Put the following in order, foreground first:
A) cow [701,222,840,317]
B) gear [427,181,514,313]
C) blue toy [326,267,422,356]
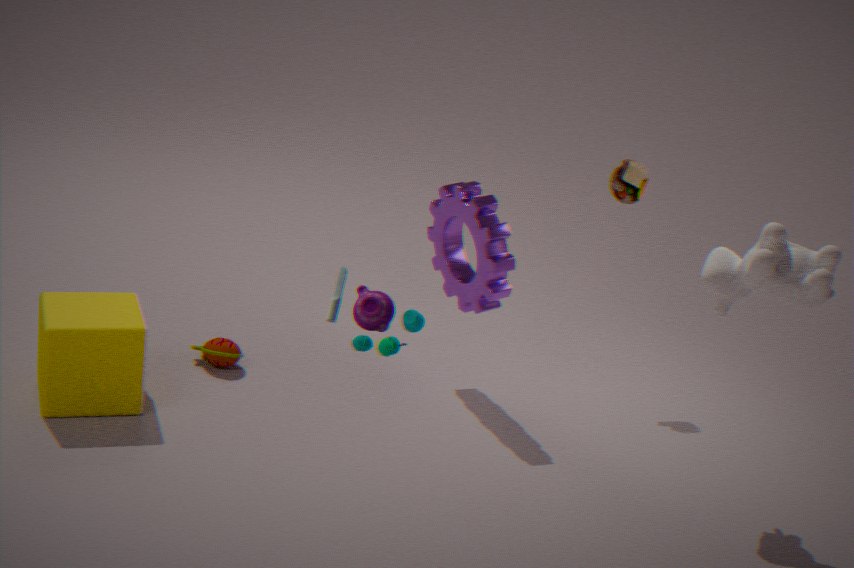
1. blue toy [326,267,422,356]
2. cow [701,222,840,317]
3. gear [427,181,514,313]
